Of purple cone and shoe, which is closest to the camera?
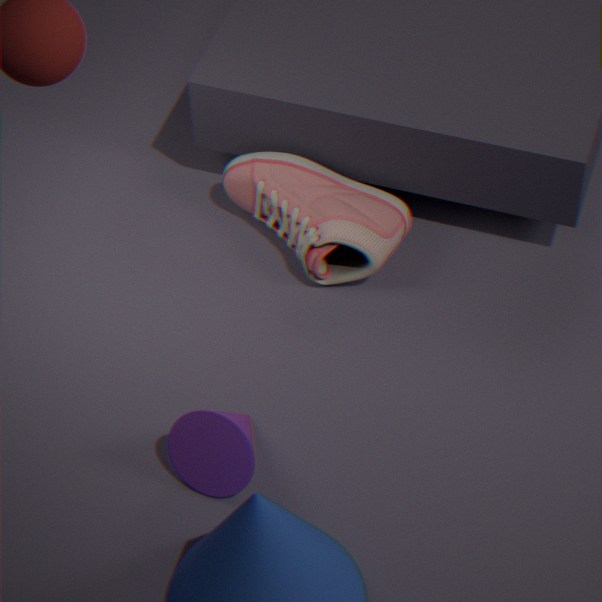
purple cone
